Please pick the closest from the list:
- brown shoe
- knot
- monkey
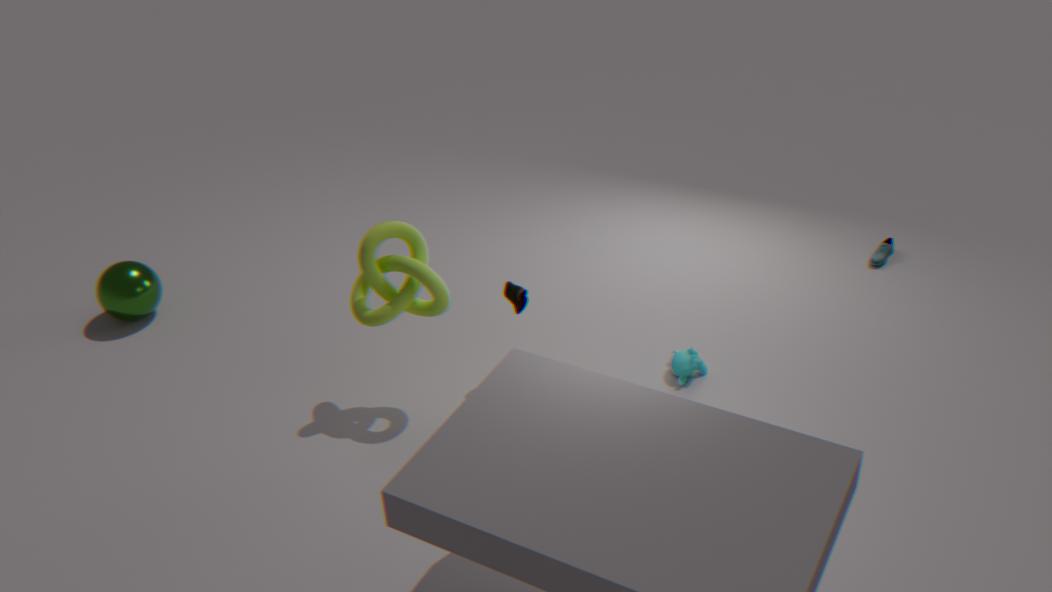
knot
